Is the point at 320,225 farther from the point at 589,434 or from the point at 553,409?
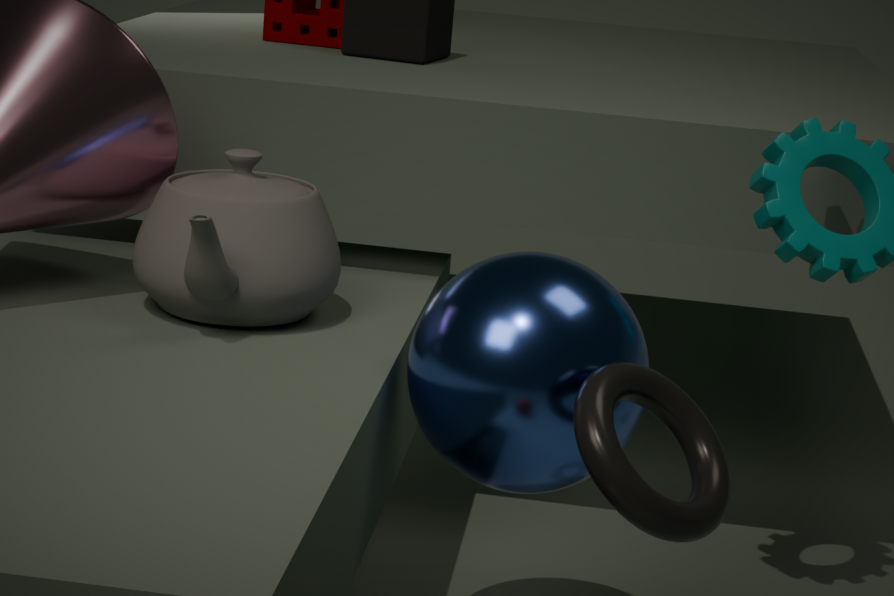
the point at 589,434
